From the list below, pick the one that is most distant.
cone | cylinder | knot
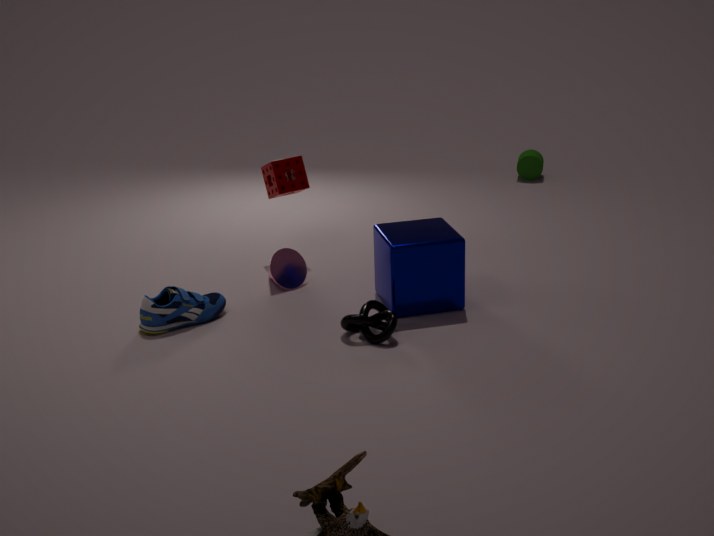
cylinder
